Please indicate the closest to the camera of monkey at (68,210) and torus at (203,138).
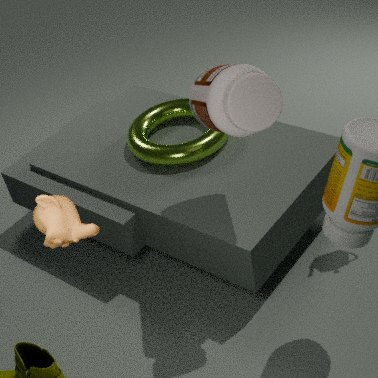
monkey at (68,210)
